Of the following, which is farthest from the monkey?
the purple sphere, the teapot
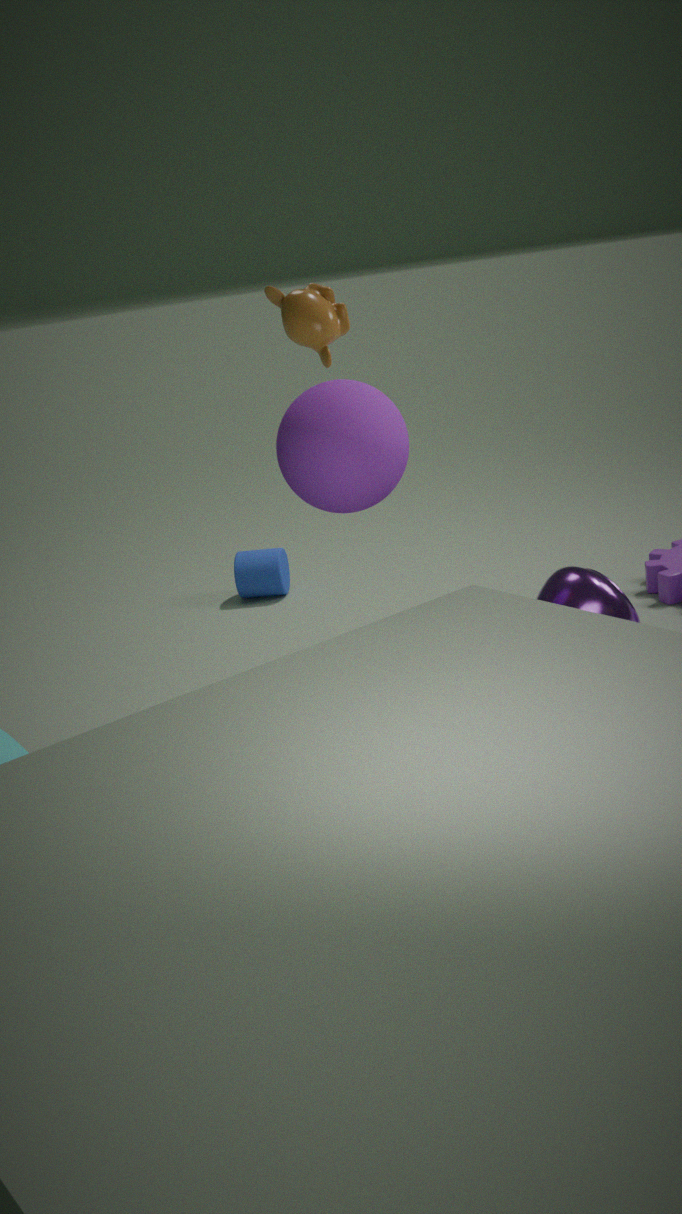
the teapot
